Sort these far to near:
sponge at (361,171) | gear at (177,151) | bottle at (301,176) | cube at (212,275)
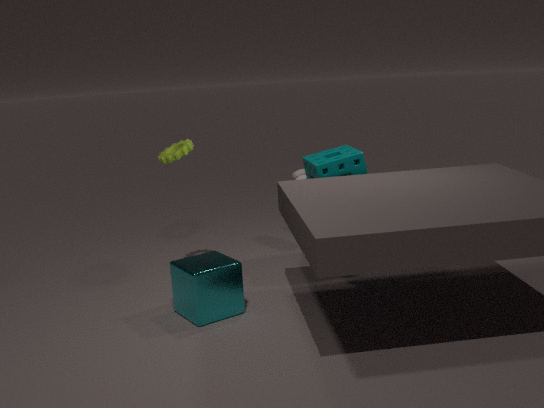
bottle at (301,176) < gear at (177,151) < sponge at (361,171) < cube at (212,275)
